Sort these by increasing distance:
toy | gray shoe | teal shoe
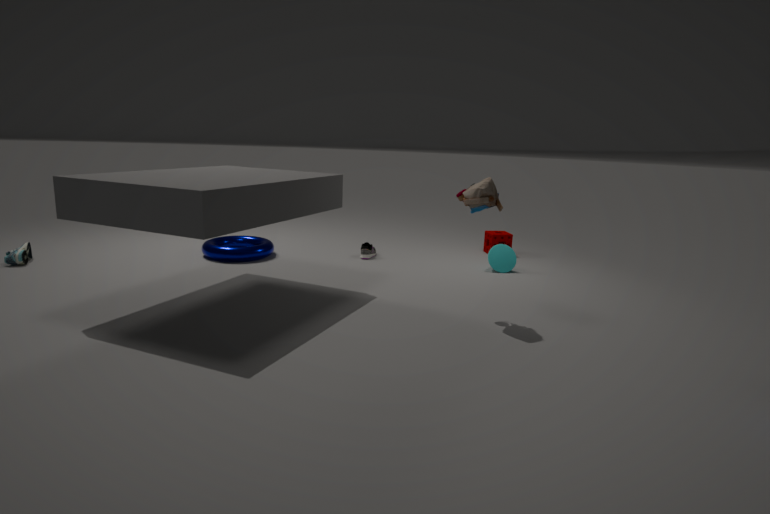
toy, teal shoe, gray shoe
